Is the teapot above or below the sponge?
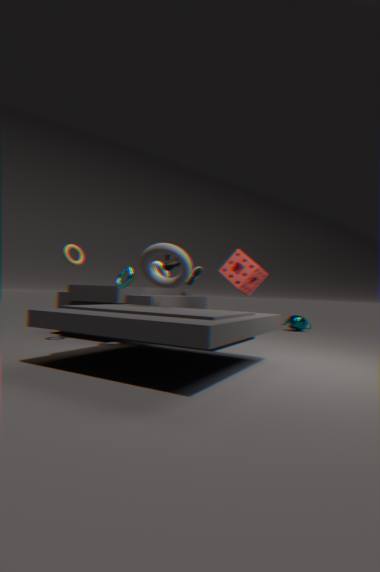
below
